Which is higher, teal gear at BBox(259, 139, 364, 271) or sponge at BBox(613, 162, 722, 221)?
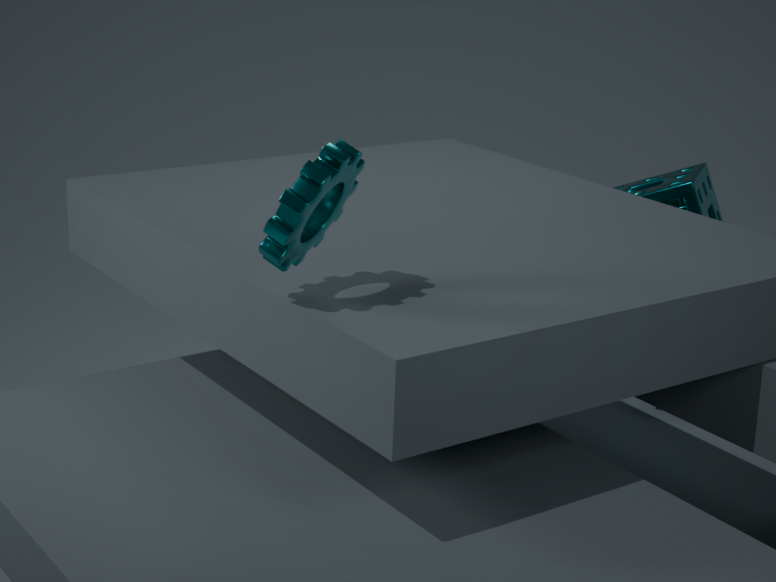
teal gear at BBox(259, 139, 364, 271)
